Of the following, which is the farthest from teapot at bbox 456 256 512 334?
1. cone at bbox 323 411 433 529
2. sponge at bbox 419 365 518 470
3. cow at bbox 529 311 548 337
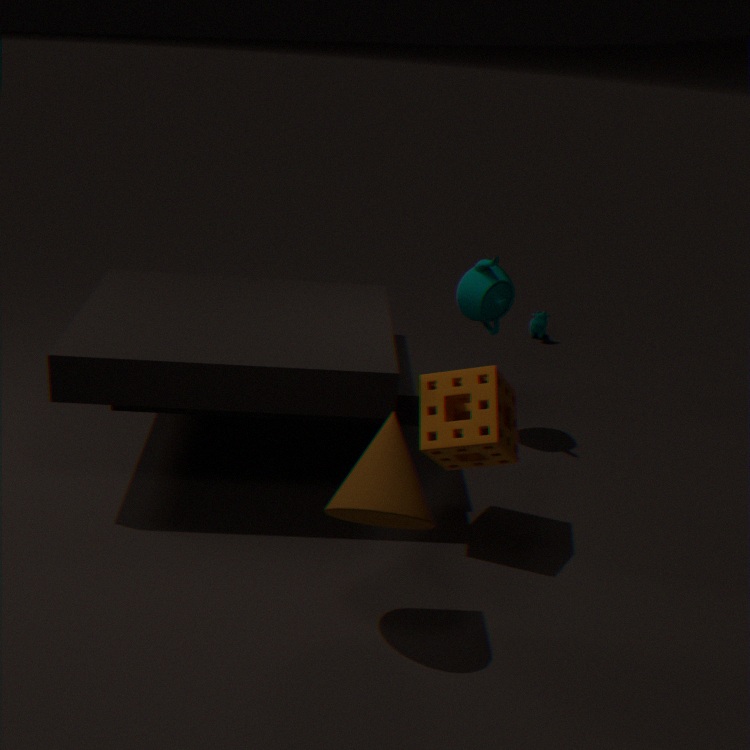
cone at bbox 323 411 433 529
